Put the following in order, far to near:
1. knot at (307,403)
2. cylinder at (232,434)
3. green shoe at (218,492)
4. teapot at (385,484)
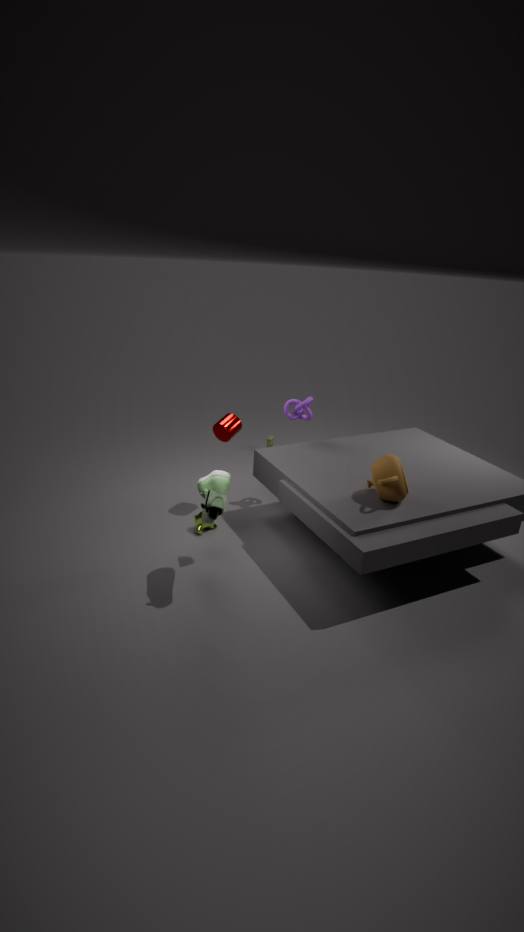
1. knot at (307,403)
2. cylinder at (232,434)
3. teapot at (385,484)
4. green shoe at (218,492)
